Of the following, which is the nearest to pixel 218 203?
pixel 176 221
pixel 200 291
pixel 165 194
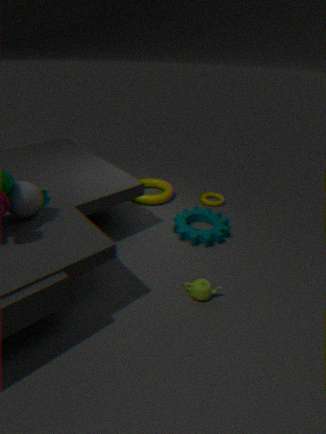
pixel 176 221
